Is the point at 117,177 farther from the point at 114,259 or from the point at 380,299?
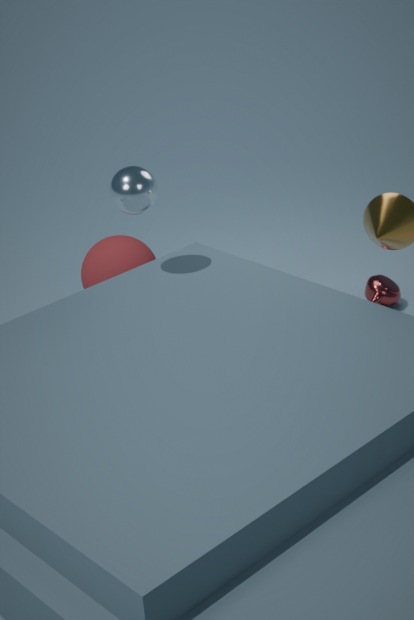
the point at 380,299
